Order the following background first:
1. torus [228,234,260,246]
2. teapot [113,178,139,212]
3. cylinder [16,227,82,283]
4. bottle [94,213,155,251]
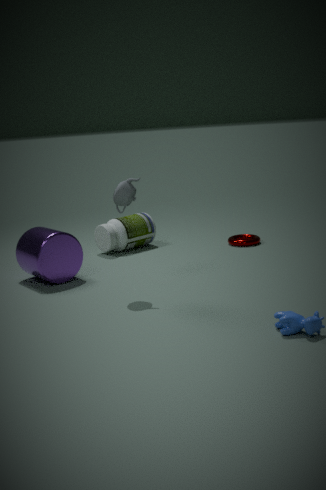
1. torus [228,234,260,246]
2. bottle [94,213,155,251]
3. cylinder [16,227,82,283]
4. teapot [113,178,139,212]
